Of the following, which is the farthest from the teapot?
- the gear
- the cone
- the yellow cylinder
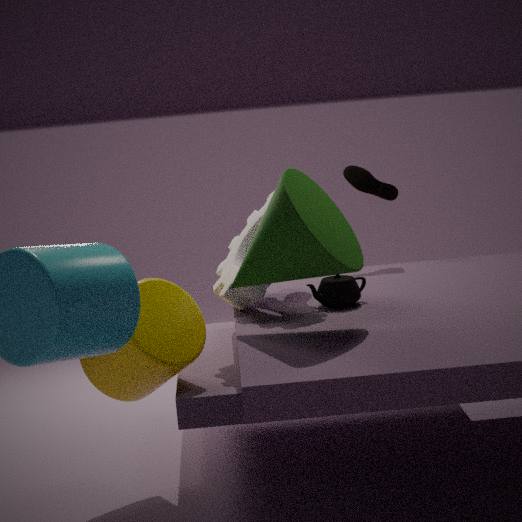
the yellow cylinder
